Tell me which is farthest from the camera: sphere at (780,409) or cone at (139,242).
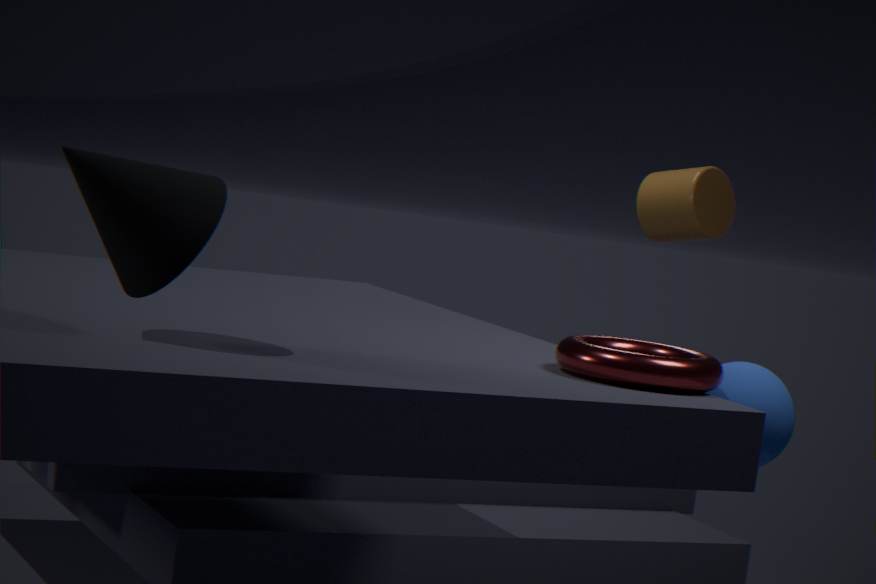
sphere at (780,409)
